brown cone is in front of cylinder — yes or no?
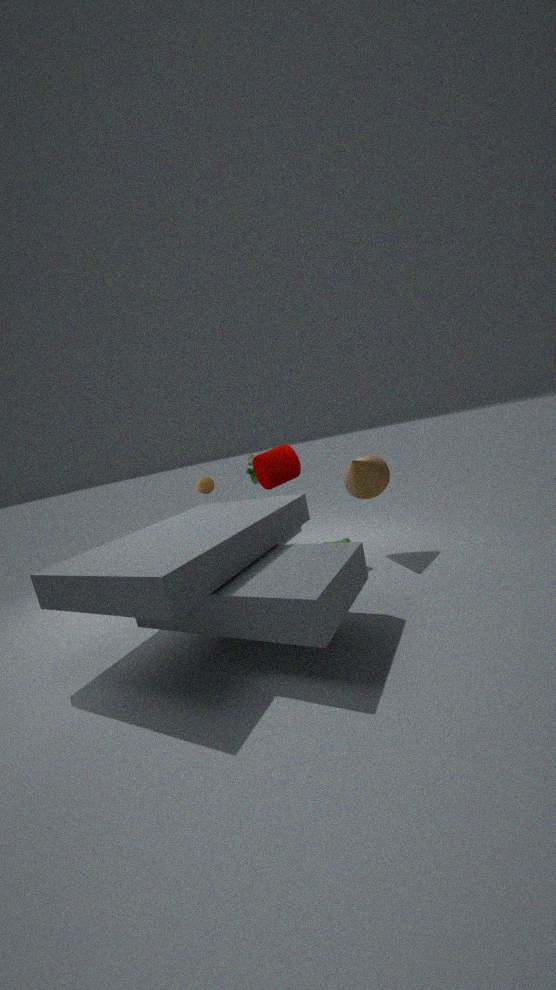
Yes
